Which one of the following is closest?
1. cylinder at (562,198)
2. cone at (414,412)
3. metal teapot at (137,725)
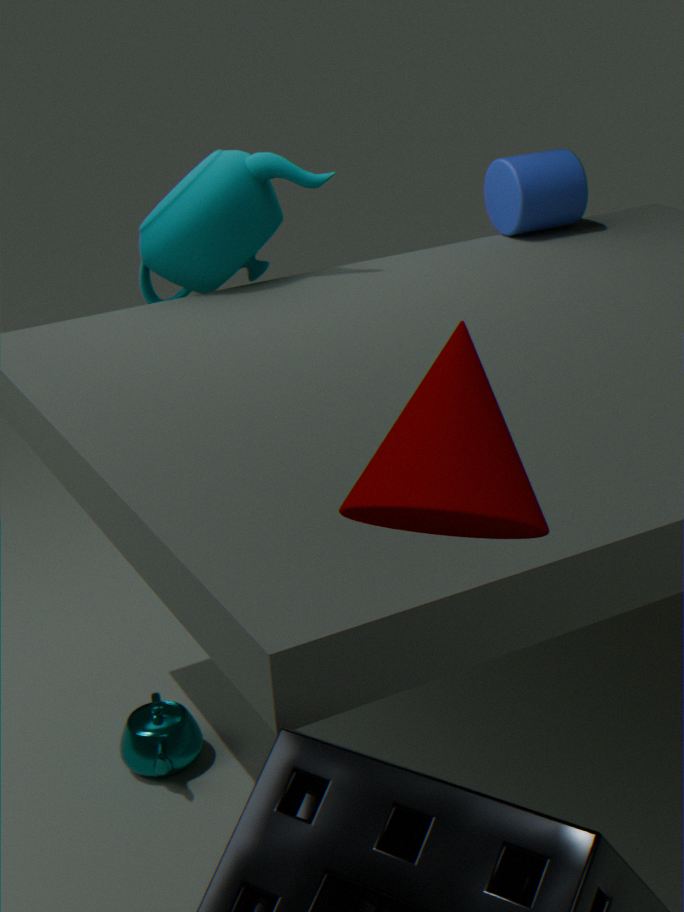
cone at (414,412)
